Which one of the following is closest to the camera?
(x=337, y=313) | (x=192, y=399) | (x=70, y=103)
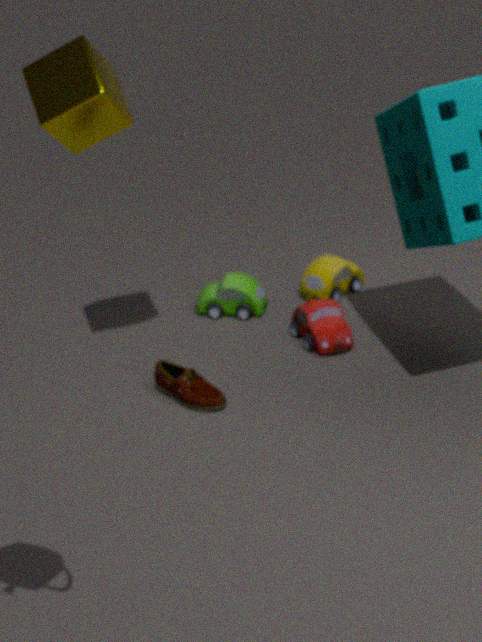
(x=70, y=103)
